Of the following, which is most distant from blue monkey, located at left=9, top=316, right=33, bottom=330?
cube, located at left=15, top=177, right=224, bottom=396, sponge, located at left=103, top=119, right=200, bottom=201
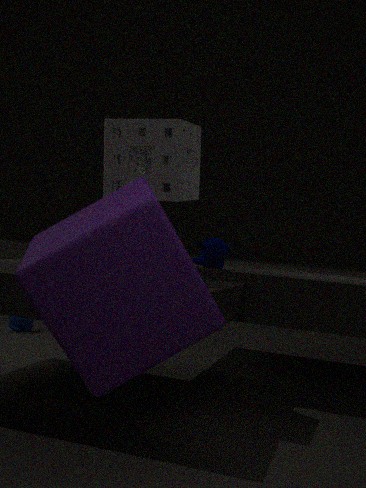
cube, located at left=15, top=177, right=224, bottom=396
